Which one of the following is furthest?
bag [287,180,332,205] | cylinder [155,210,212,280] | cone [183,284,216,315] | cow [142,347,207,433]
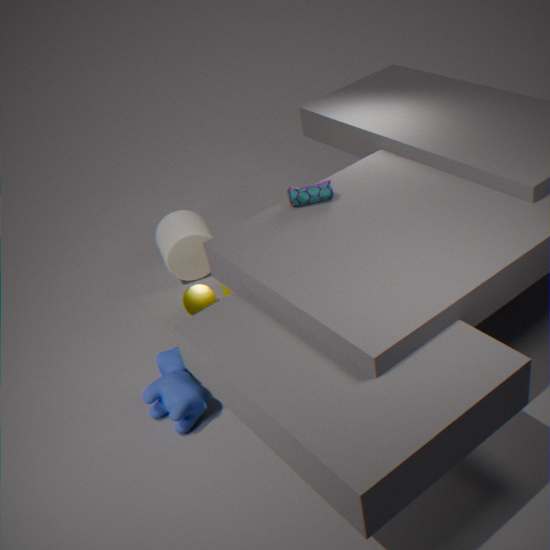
cylinder [155,210,212,280]
